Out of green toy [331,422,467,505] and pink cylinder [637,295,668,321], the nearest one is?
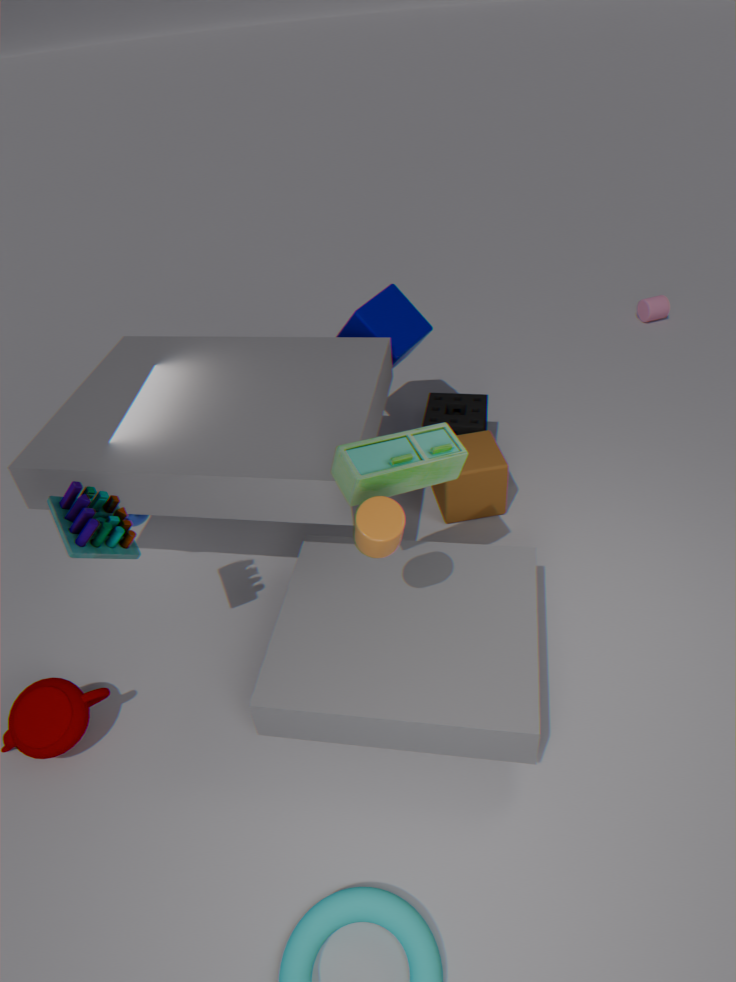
green toy [331,422,467,505]
